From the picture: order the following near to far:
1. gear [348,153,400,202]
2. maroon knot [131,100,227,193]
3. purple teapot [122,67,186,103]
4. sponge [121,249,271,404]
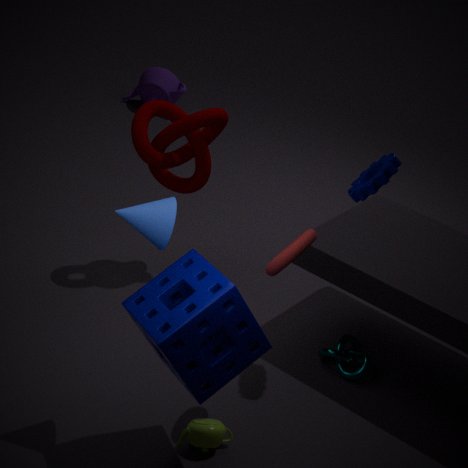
sponge [121,249,271,404] < gear [348,153,400,202] < maroon knot [131,100,227,193] < purple teapot [122,67,186,103]
